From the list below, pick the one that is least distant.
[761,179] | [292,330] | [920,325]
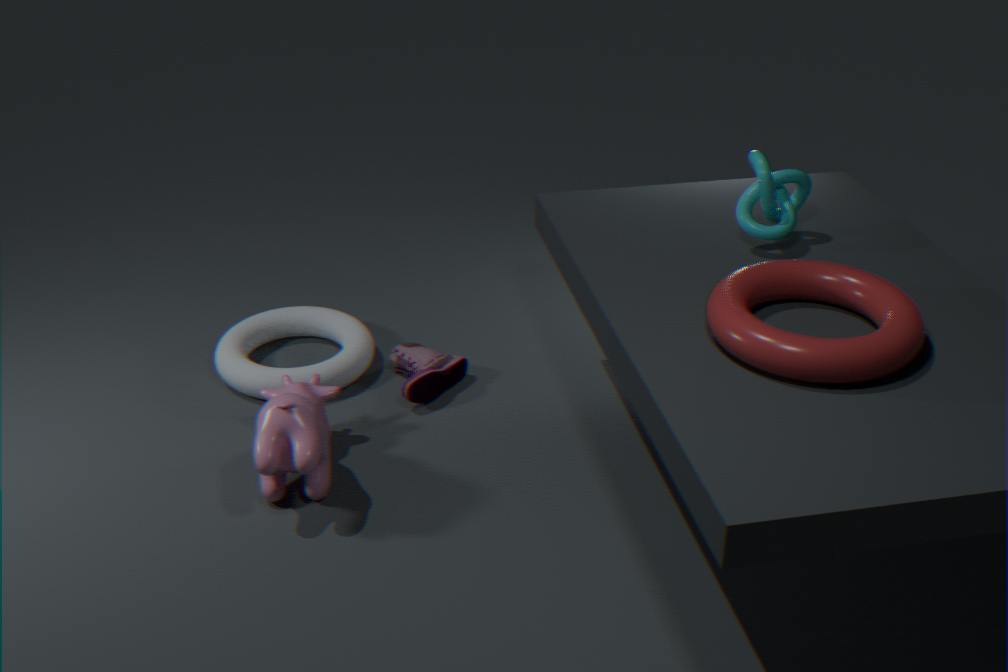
[920,325]
